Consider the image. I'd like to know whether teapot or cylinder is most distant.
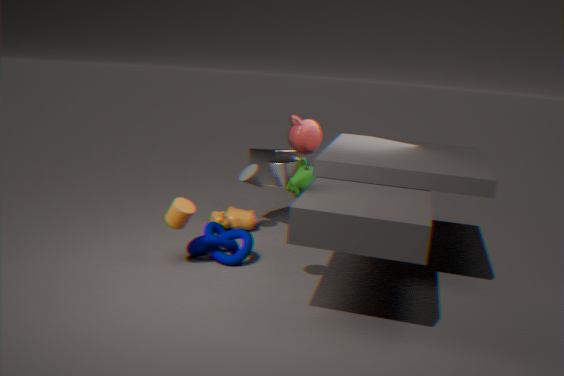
teapot
